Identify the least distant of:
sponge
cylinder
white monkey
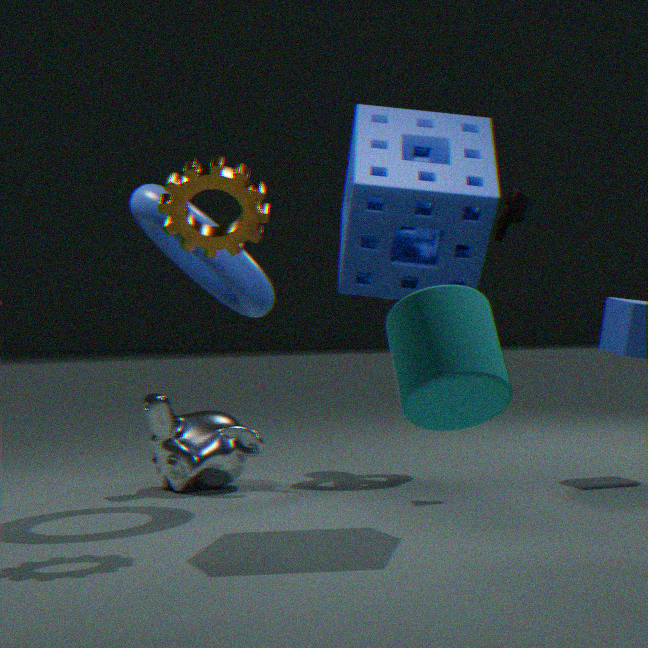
cylinder
